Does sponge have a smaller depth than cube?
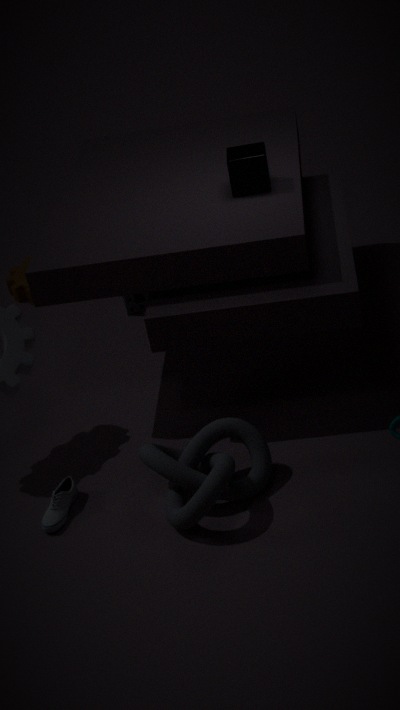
No
